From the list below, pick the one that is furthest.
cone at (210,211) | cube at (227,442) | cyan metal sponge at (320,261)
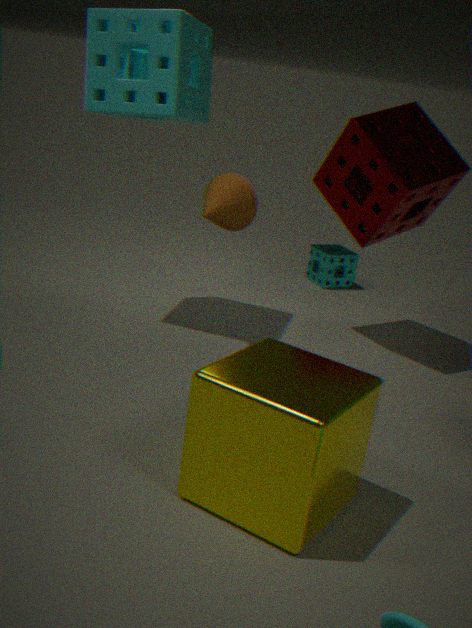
cyan metal sponge at (320,261)
